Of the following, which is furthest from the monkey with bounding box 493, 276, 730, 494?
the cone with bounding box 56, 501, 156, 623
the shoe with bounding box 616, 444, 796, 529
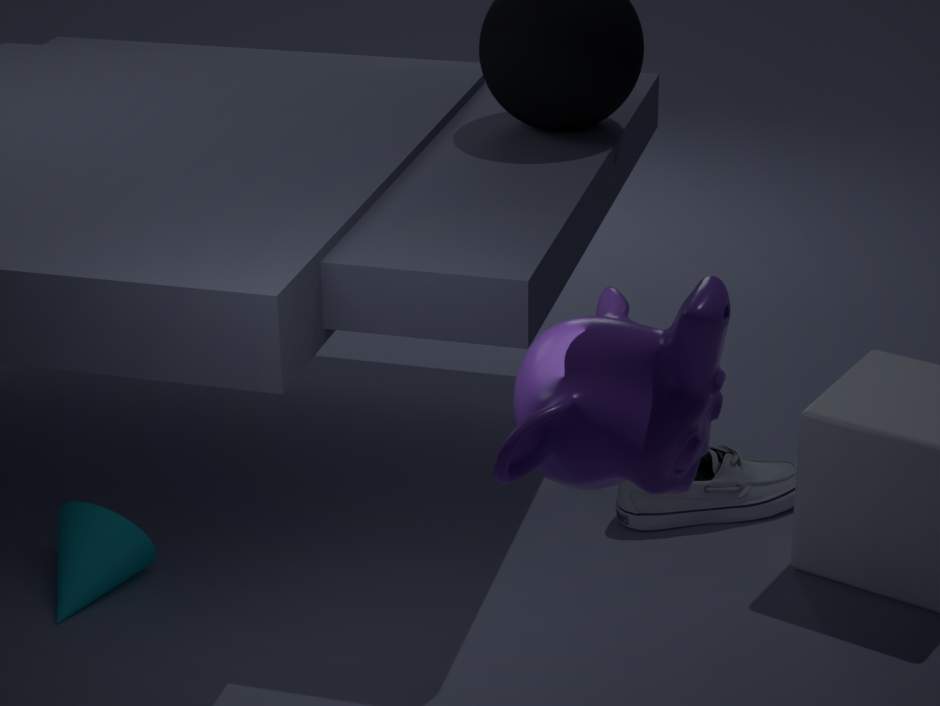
the cone with bounding box 56, 501, 156, 623
